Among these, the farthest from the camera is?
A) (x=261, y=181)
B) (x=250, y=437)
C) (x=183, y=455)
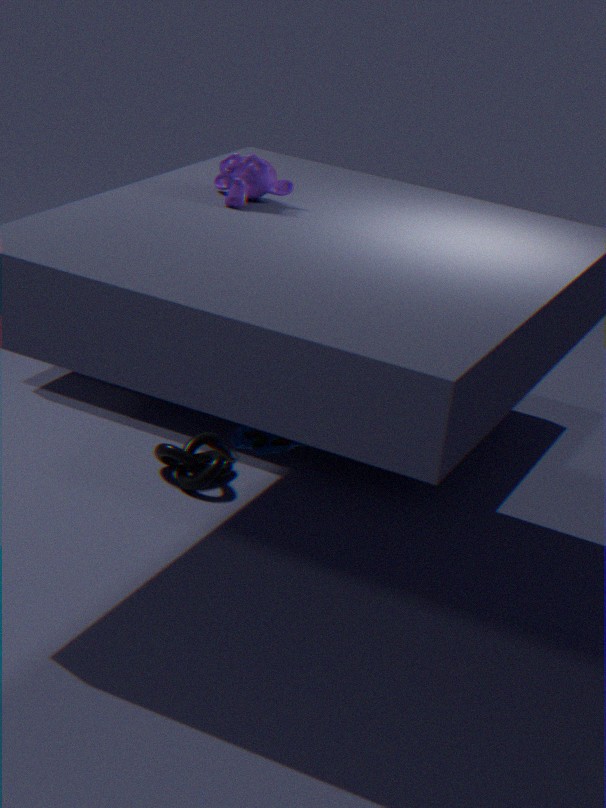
(x=183, y=455)
